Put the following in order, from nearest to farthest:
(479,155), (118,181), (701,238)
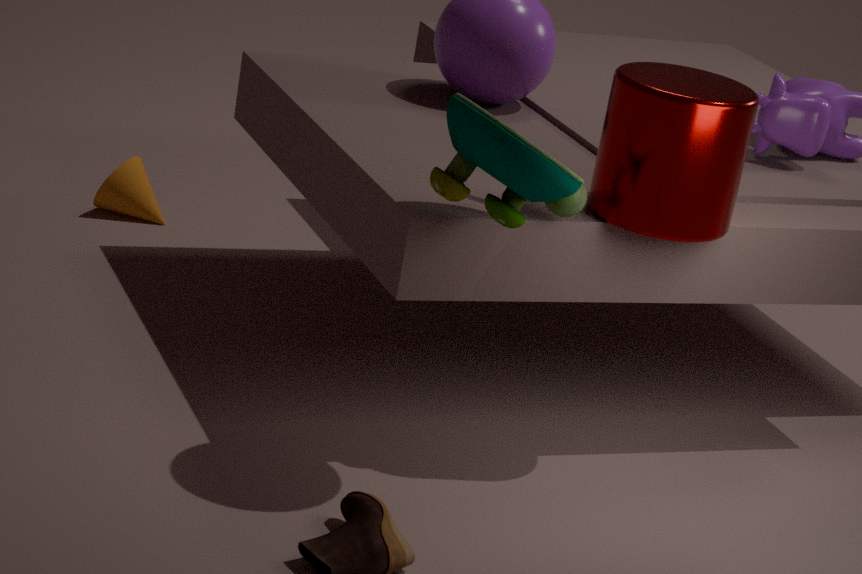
(479,155), (701,238), (118,181)
